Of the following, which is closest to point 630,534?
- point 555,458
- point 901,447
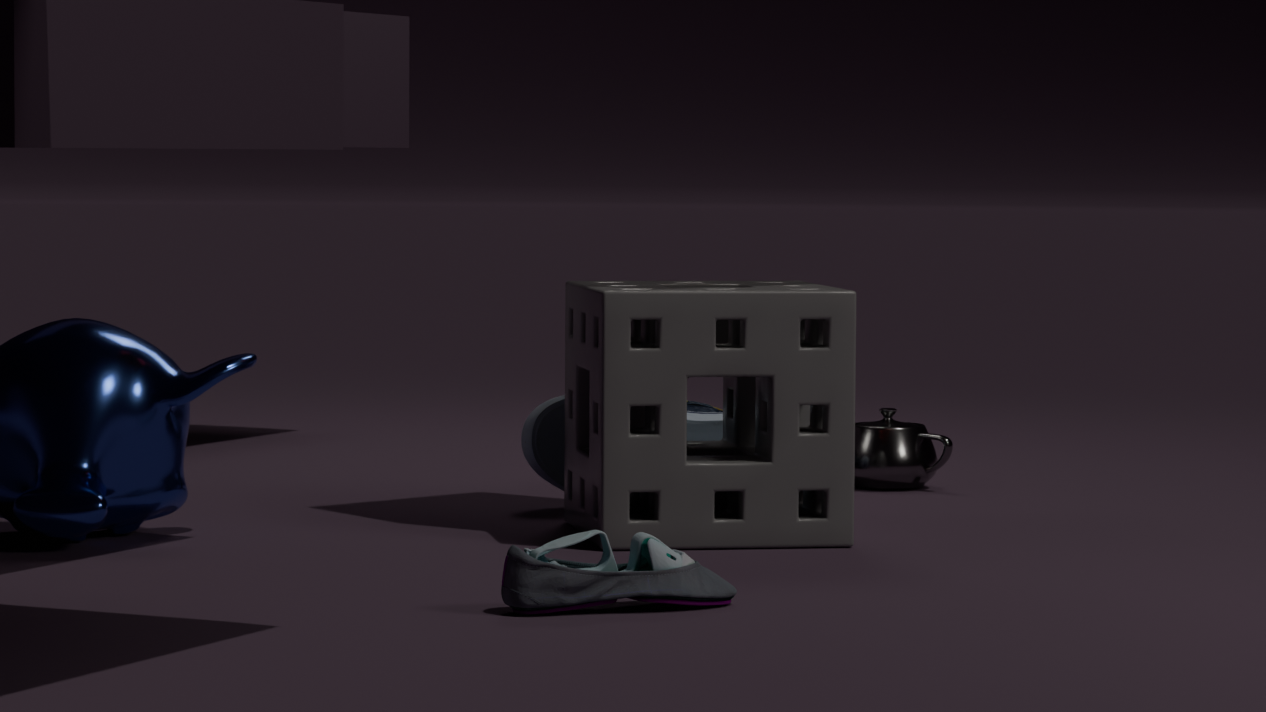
point 555,458
